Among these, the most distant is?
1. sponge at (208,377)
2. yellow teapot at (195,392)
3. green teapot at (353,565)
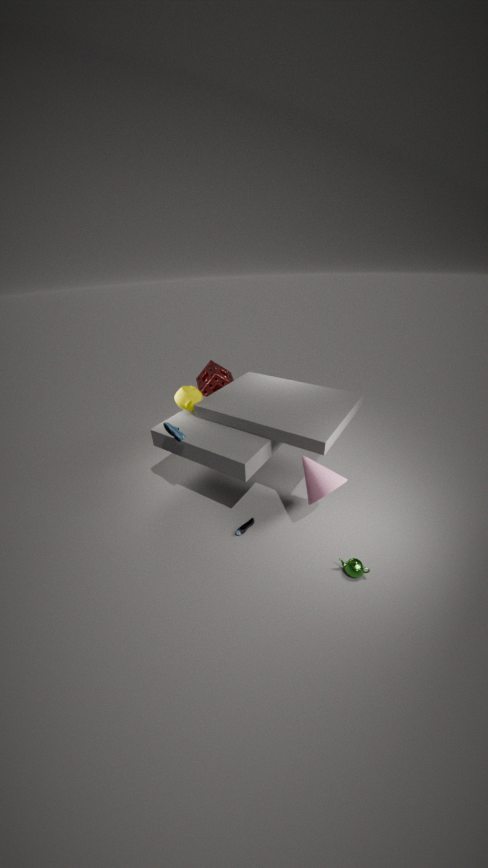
sponge at (208,377)
